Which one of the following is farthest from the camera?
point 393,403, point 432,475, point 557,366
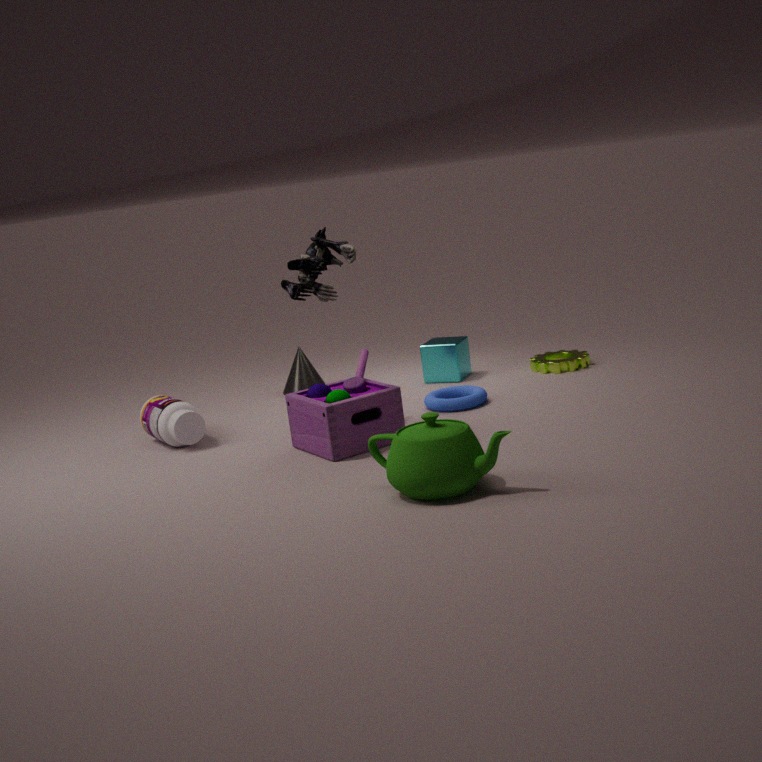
point 557,366
